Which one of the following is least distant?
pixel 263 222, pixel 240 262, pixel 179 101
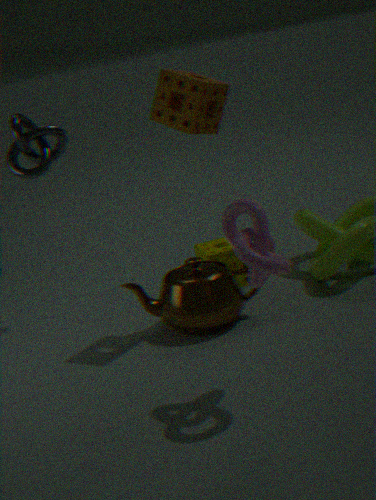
pixel 263 222
